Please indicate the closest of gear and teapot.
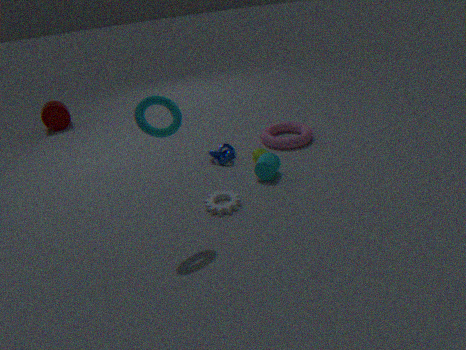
gear
